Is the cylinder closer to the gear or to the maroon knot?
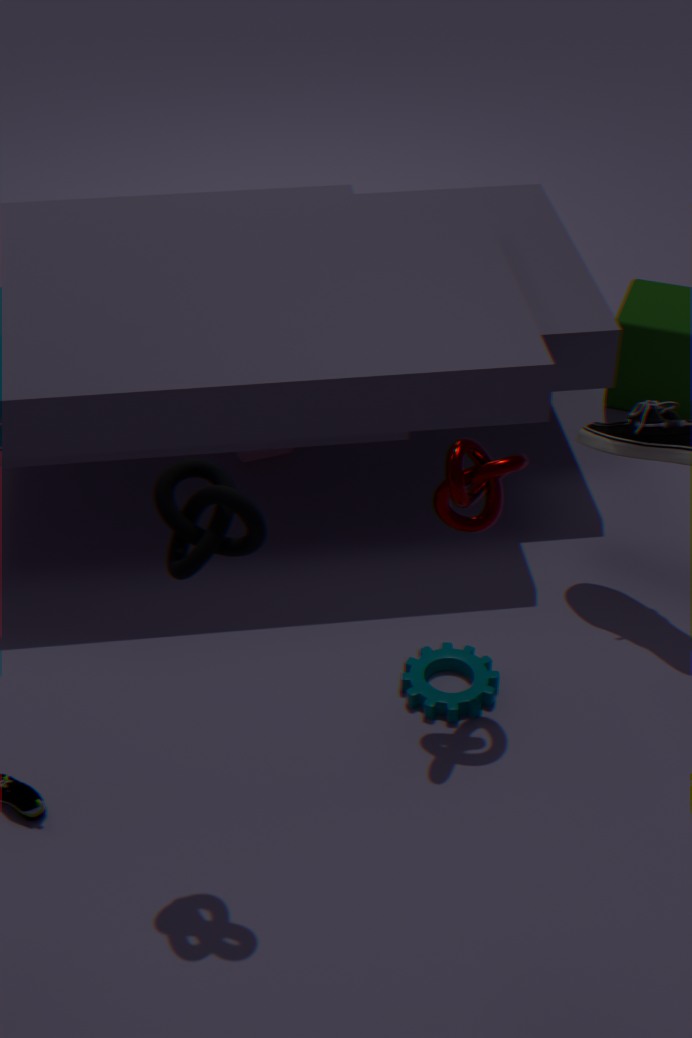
the gear
